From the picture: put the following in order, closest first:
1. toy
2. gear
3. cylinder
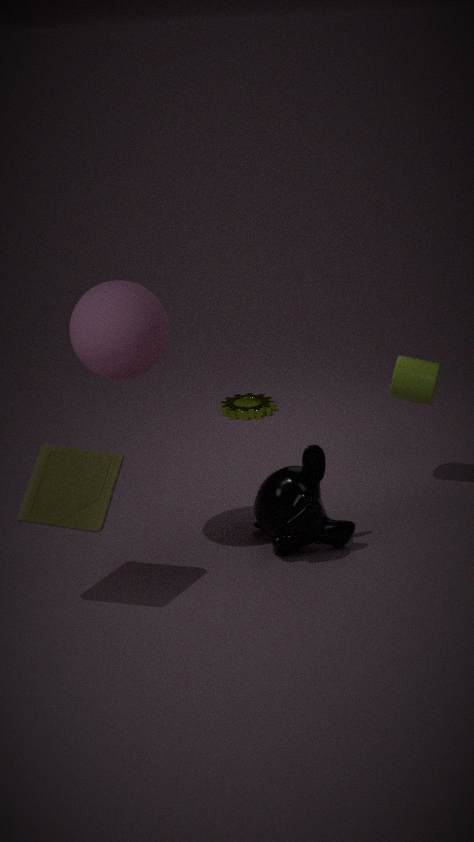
1. toy
2. cylinder
3. gear
